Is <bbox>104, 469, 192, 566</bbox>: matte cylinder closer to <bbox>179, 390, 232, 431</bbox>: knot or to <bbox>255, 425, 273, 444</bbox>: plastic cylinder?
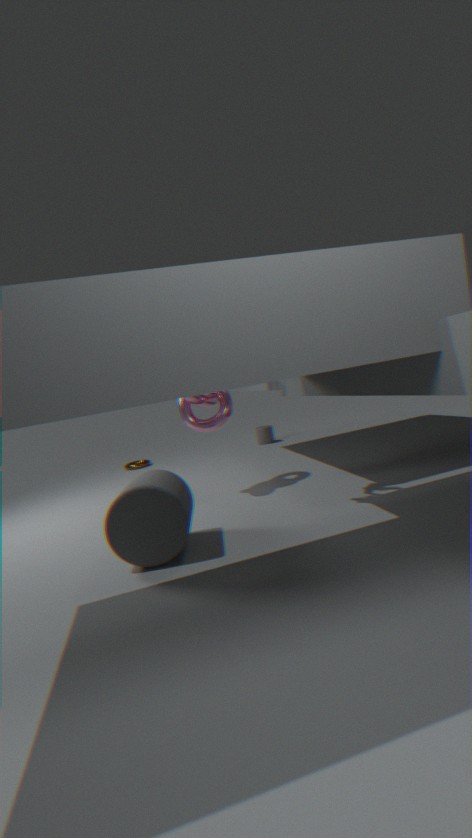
<bbox>179, 390, 232, 431</bbox>: knot
